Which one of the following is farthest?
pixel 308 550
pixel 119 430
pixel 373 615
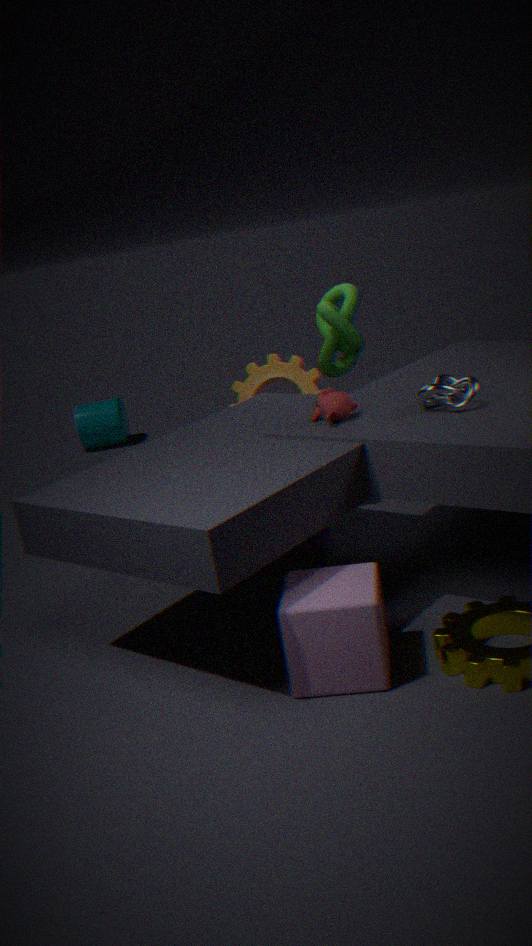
pixel 119 430
